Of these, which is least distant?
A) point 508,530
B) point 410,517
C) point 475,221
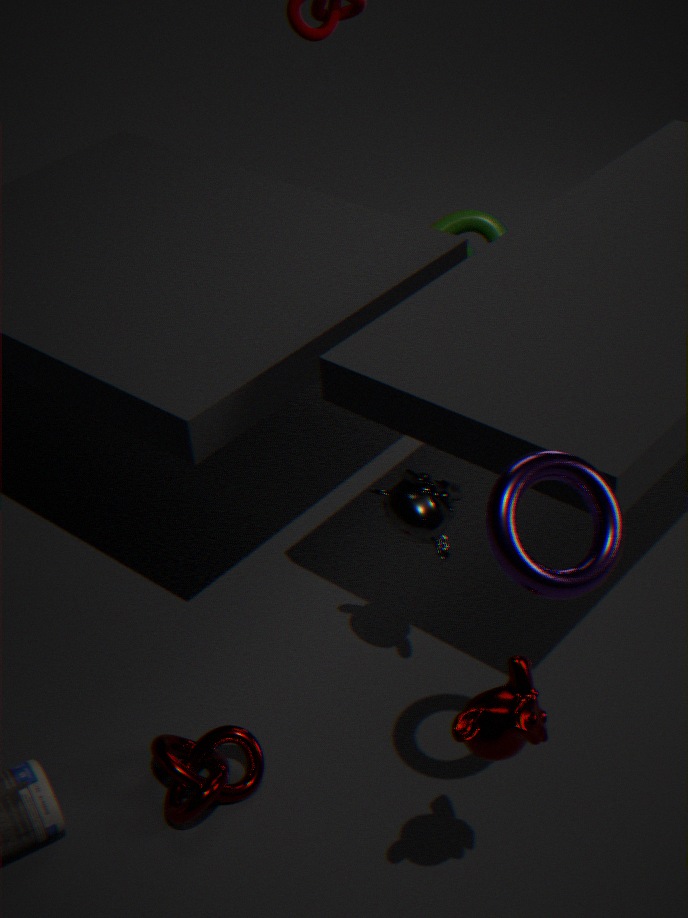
point 508,530
